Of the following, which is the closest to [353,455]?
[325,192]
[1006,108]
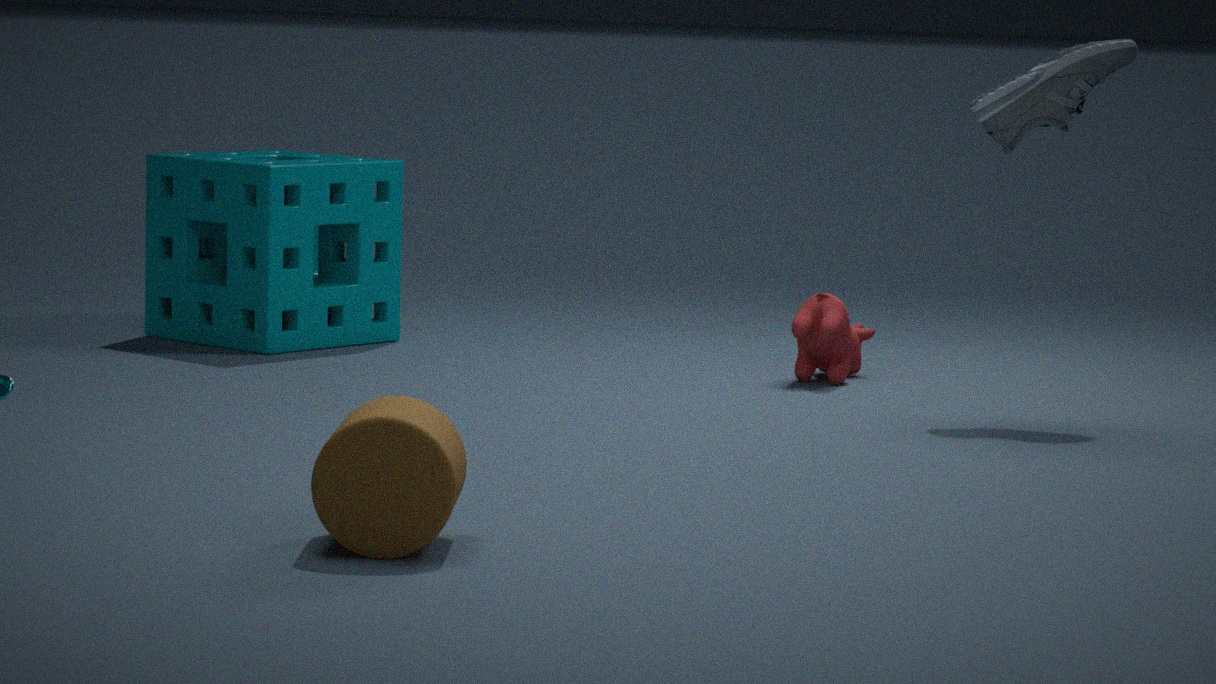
[1006,108]
